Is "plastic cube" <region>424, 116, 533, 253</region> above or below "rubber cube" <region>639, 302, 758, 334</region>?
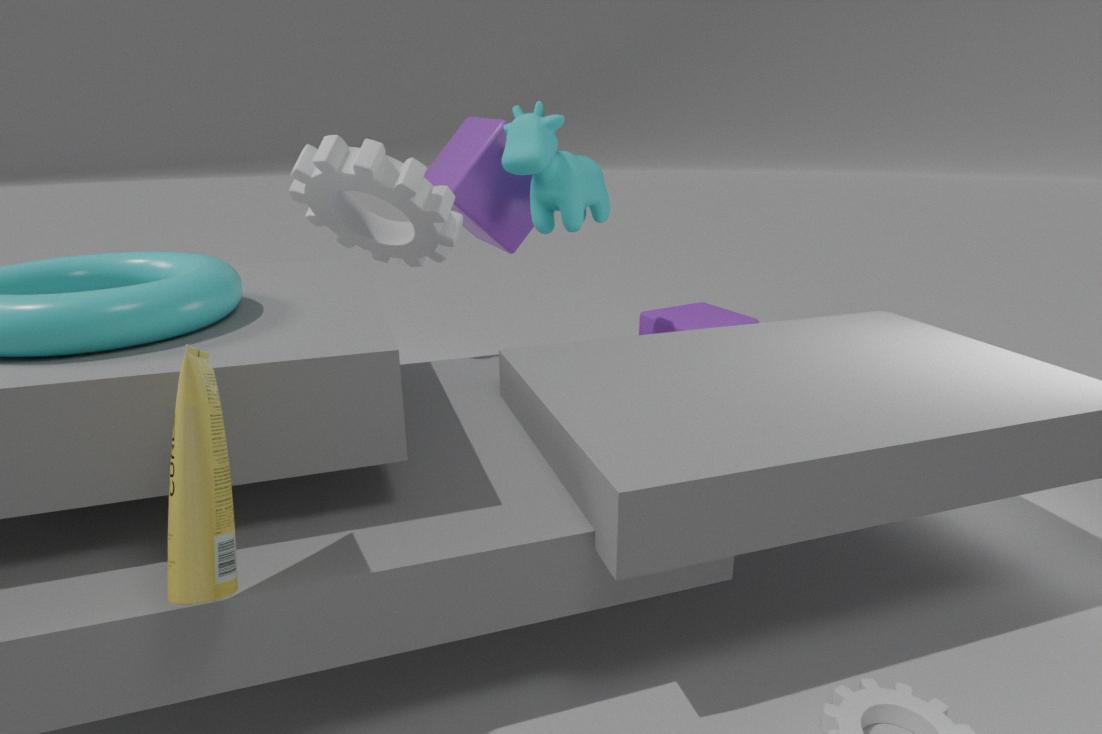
above
